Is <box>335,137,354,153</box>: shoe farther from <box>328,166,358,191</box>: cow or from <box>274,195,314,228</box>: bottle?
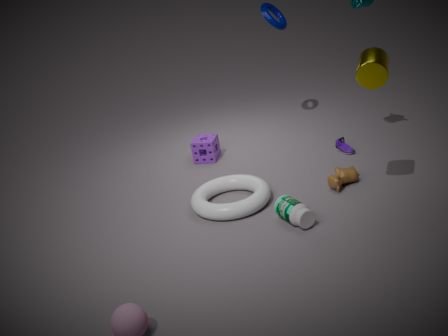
<box>274,195,314,228</box>: bottle
